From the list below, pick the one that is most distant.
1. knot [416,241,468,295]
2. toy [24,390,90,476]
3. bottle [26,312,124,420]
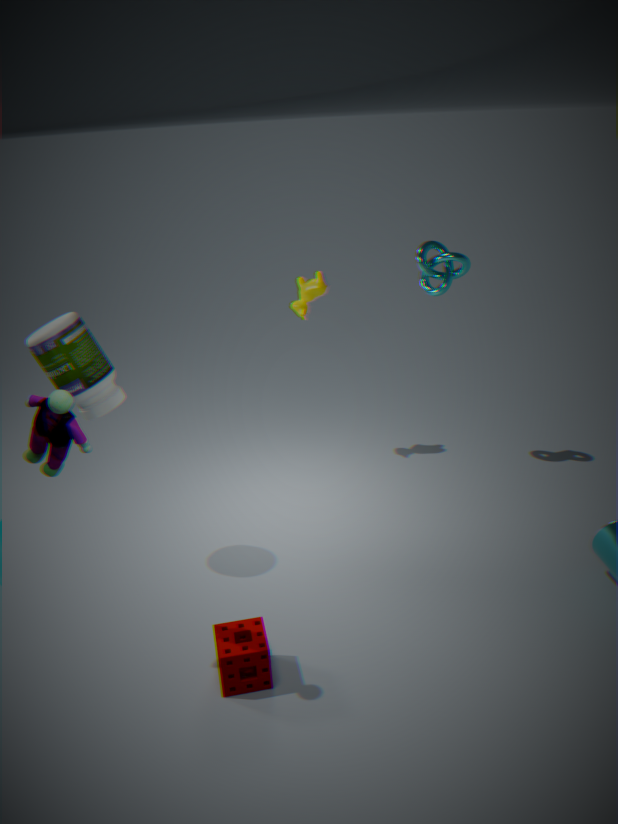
knot [416,241,468,295]
